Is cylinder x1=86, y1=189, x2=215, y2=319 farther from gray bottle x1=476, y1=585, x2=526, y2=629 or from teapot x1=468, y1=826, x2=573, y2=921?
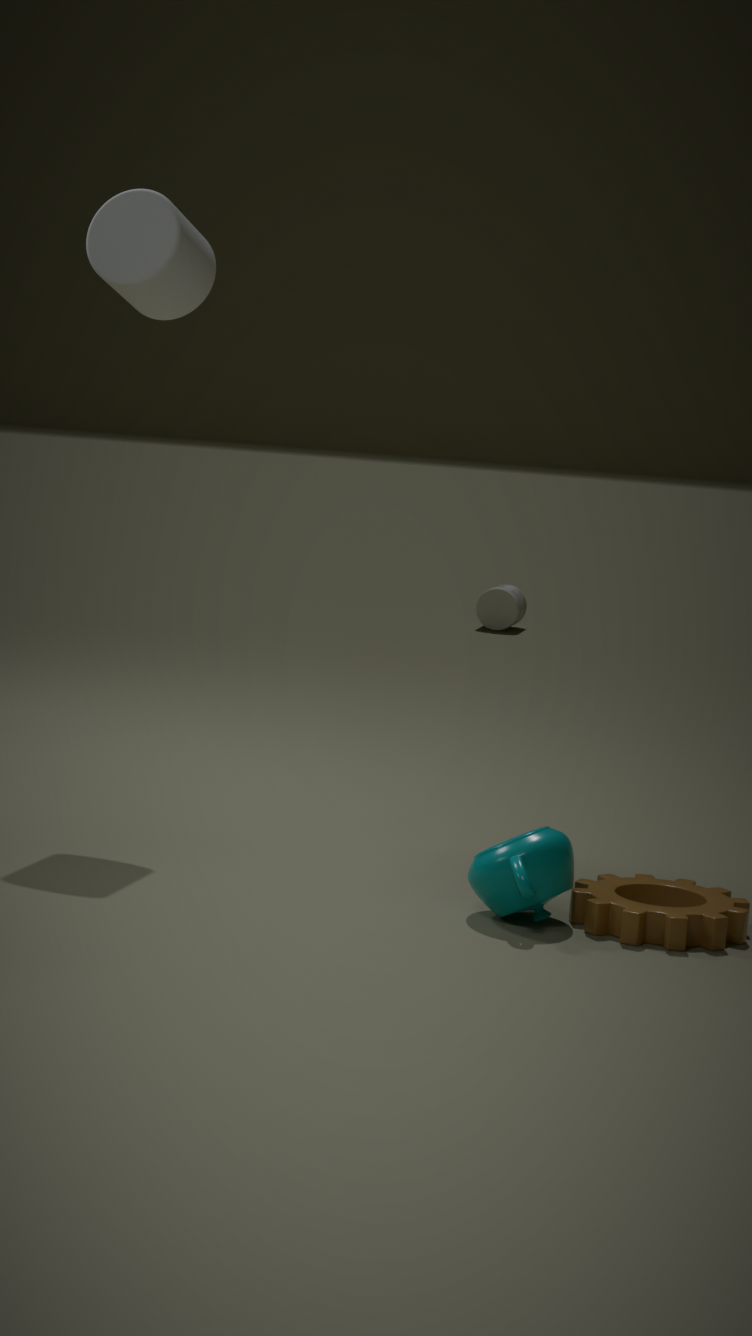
gray bottle x1=476, y1=585, x2=526, y2=629
